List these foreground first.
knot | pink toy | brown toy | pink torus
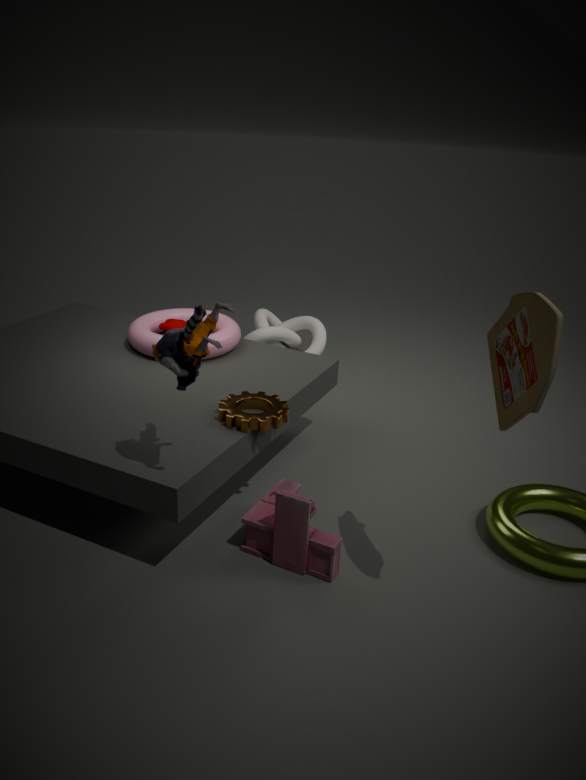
brown toy
pink toy
pink torus
knot
